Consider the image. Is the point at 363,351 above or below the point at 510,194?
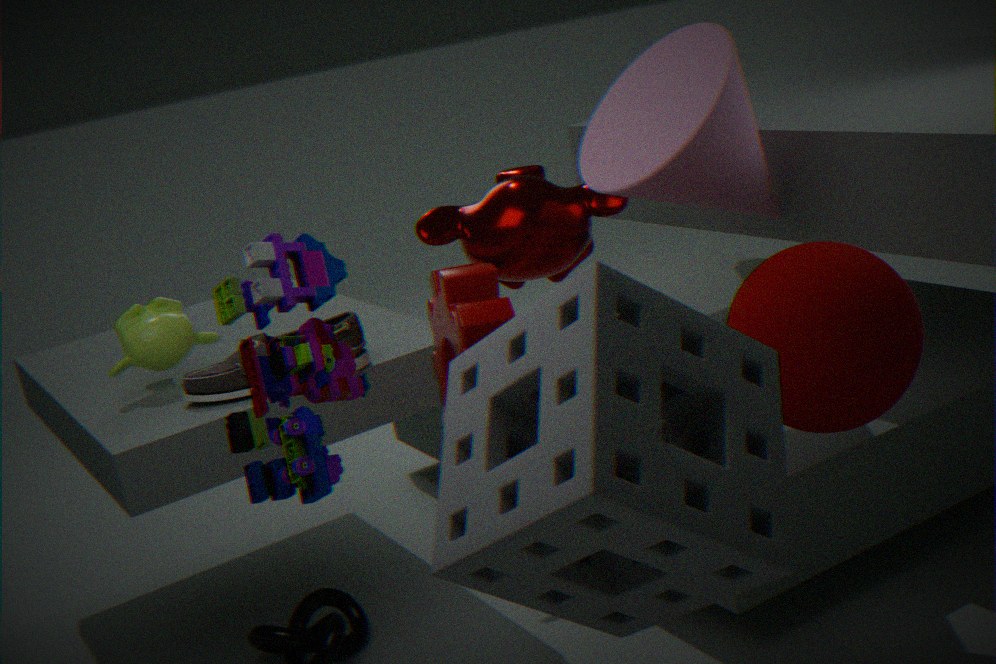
below
